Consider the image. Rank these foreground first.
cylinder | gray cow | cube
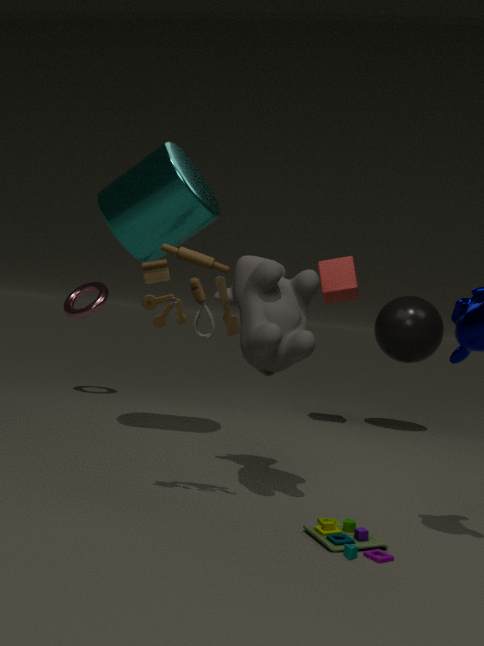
gray cow < cylinder < cube
